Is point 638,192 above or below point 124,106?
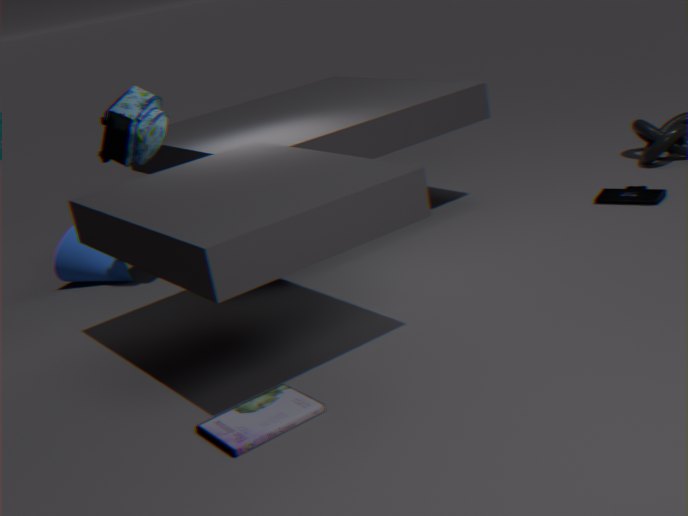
below
